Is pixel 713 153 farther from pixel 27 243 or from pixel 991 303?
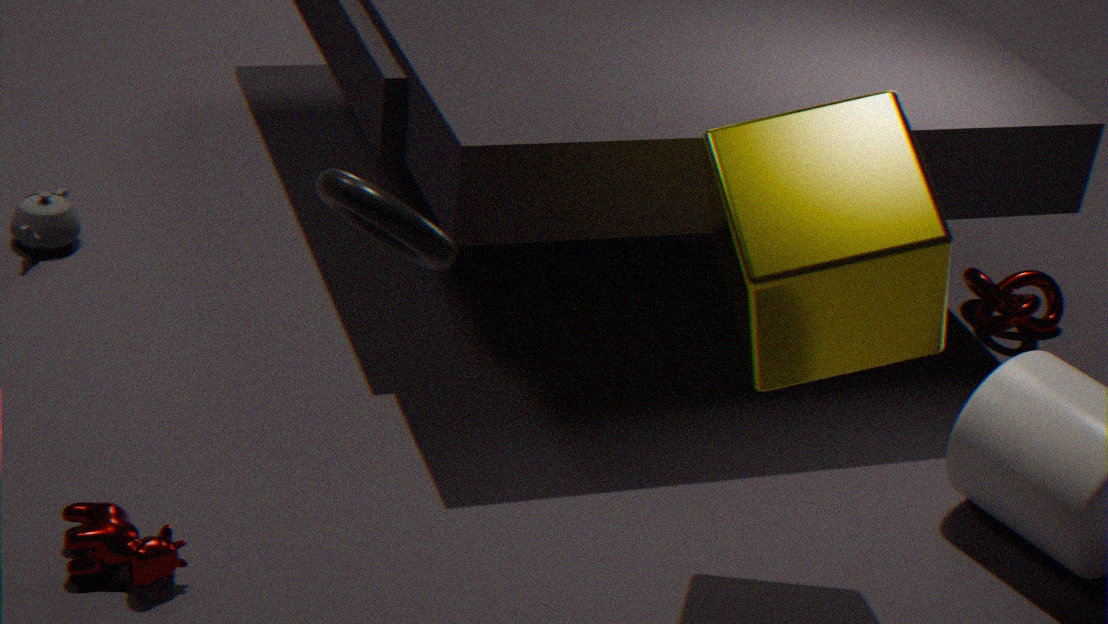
pixel 27 243
